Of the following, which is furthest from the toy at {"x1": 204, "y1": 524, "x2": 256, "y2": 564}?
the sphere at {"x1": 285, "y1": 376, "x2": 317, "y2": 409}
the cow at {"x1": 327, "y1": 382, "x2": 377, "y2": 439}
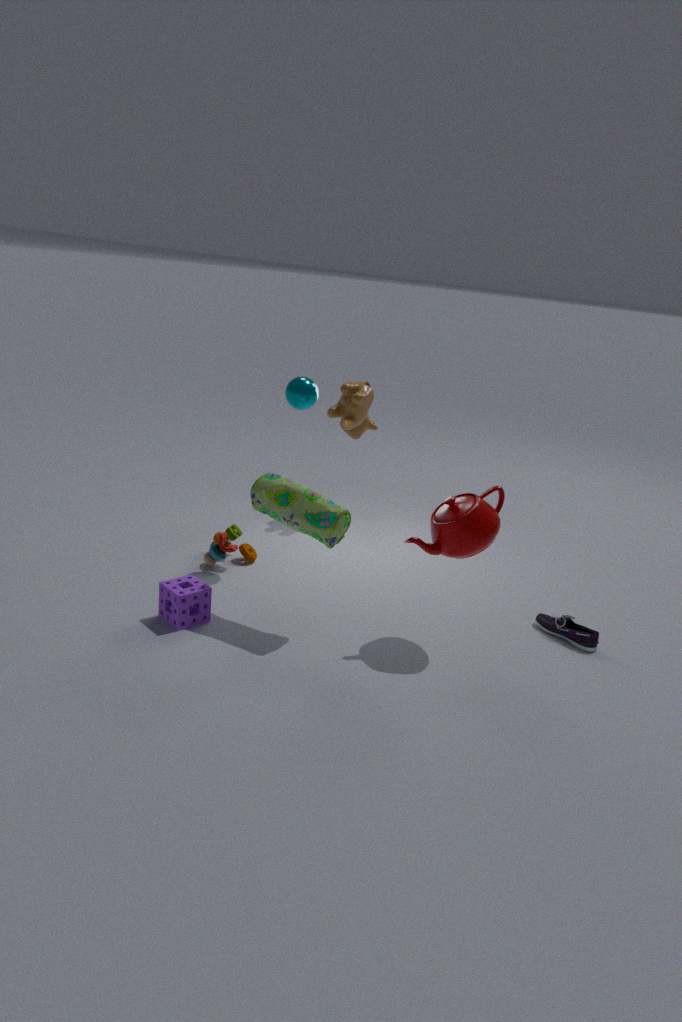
the cow at {"x1": 327, "y1": 382, "x2": 377, "y2": 439}
